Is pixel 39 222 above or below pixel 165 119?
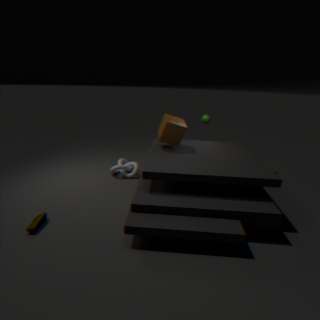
below
